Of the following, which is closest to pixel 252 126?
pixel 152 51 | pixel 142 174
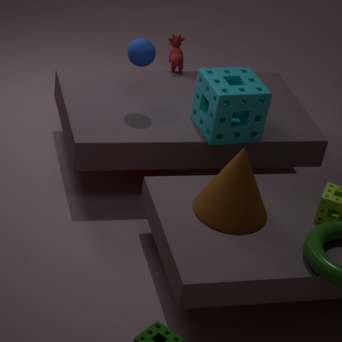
pixel 152 51
